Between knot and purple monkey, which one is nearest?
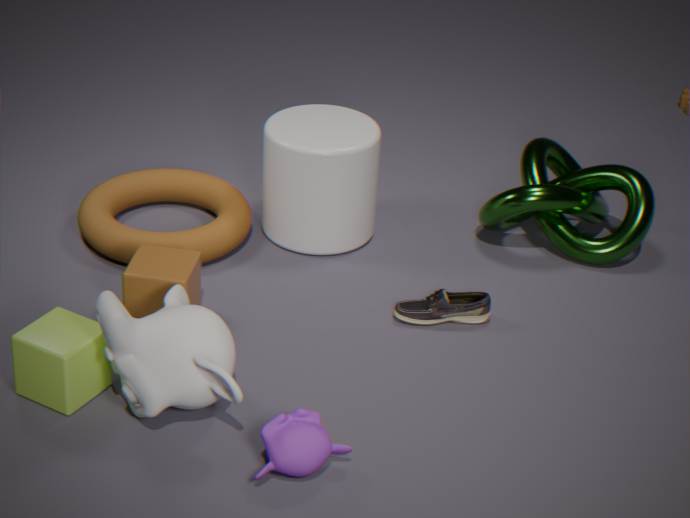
purple monkey
